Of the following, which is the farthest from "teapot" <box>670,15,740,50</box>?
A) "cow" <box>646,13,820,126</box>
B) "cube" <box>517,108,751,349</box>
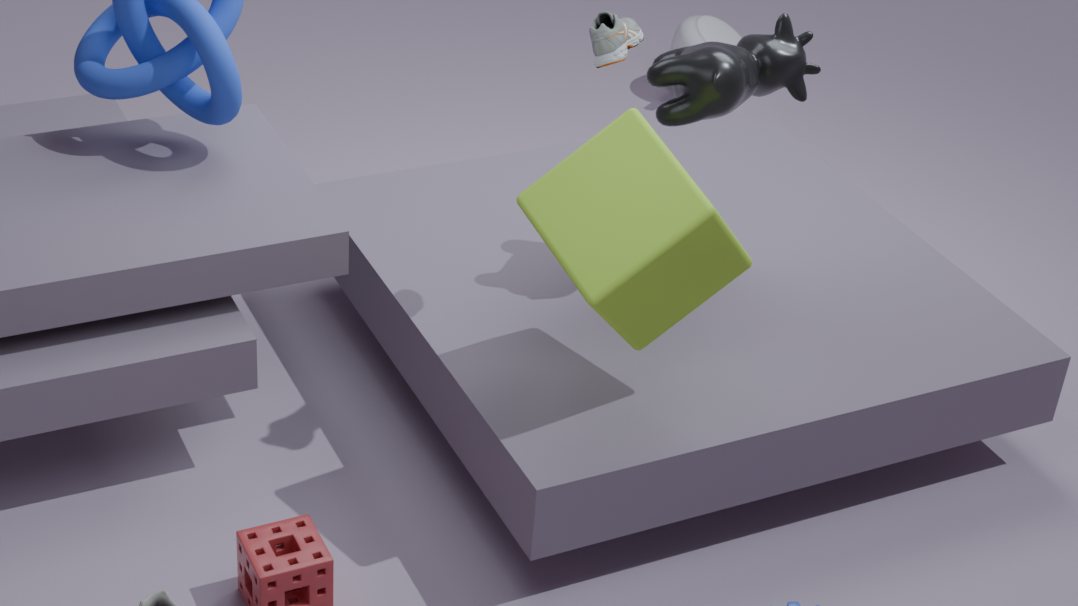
"cube" <box>517,108,751,349</box>
